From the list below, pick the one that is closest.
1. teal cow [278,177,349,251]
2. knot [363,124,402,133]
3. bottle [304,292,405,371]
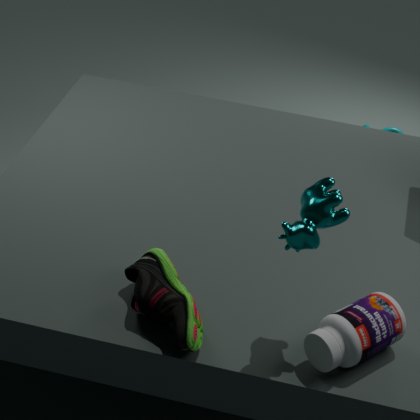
teal cow [278,177,349,251]
